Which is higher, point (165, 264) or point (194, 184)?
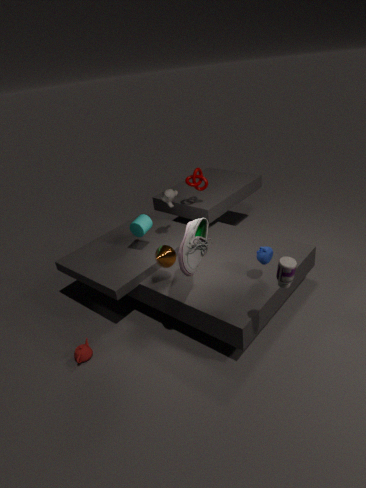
point (194, 184)
